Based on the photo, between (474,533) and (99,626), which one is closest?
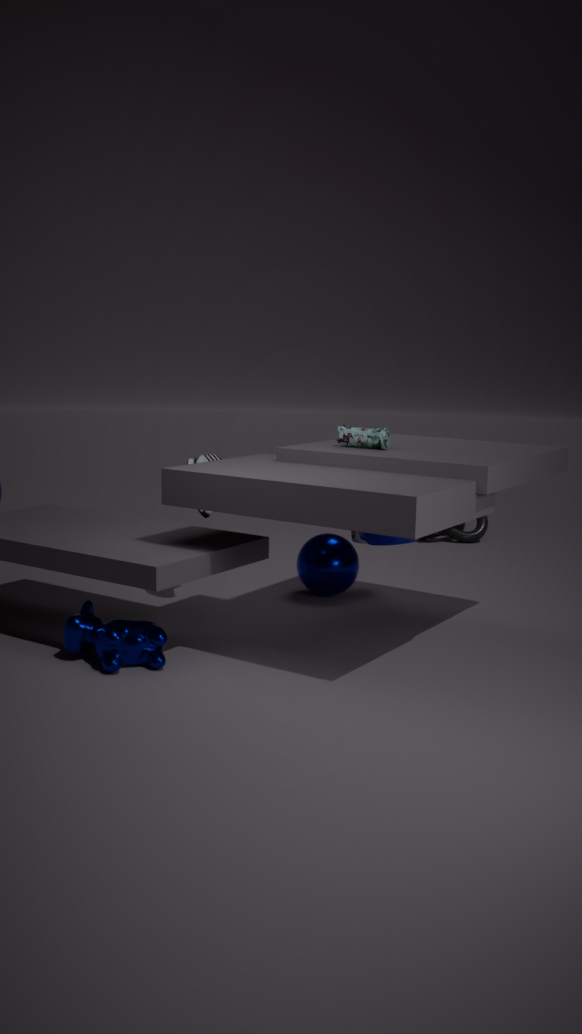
(99,626)
